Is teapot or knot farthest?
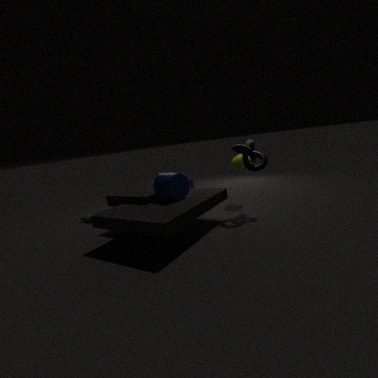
teapot
